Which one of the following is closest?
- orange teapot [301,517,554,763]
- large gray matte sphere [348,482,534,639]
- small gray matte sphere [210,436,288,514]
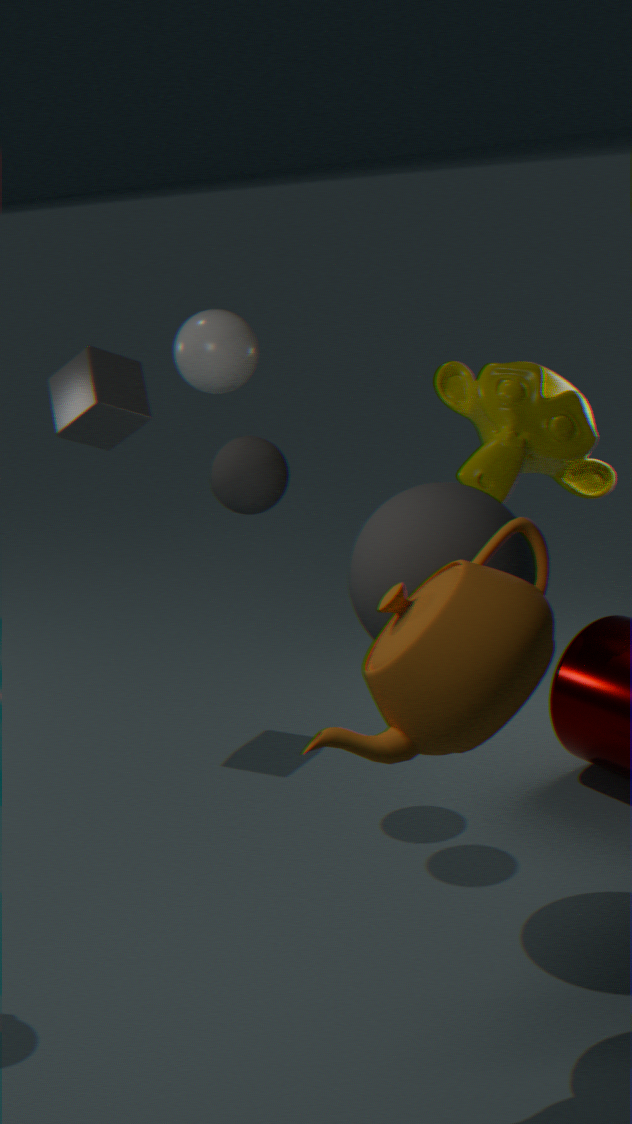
orange teapot [301,517,554,763]
